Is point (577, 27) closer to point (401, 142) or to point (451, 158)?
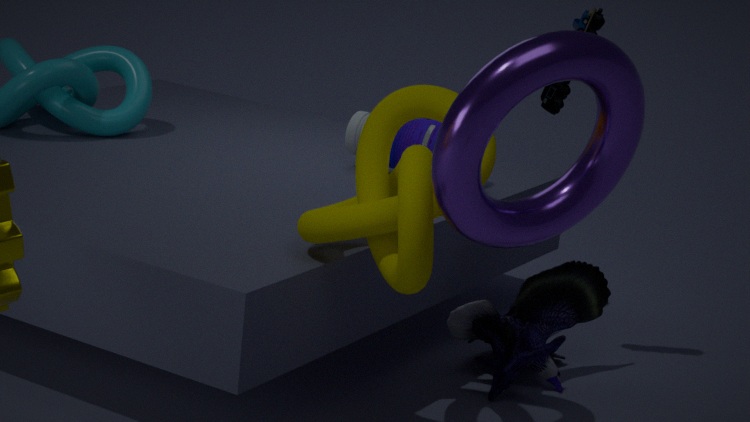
point (401, 142)
